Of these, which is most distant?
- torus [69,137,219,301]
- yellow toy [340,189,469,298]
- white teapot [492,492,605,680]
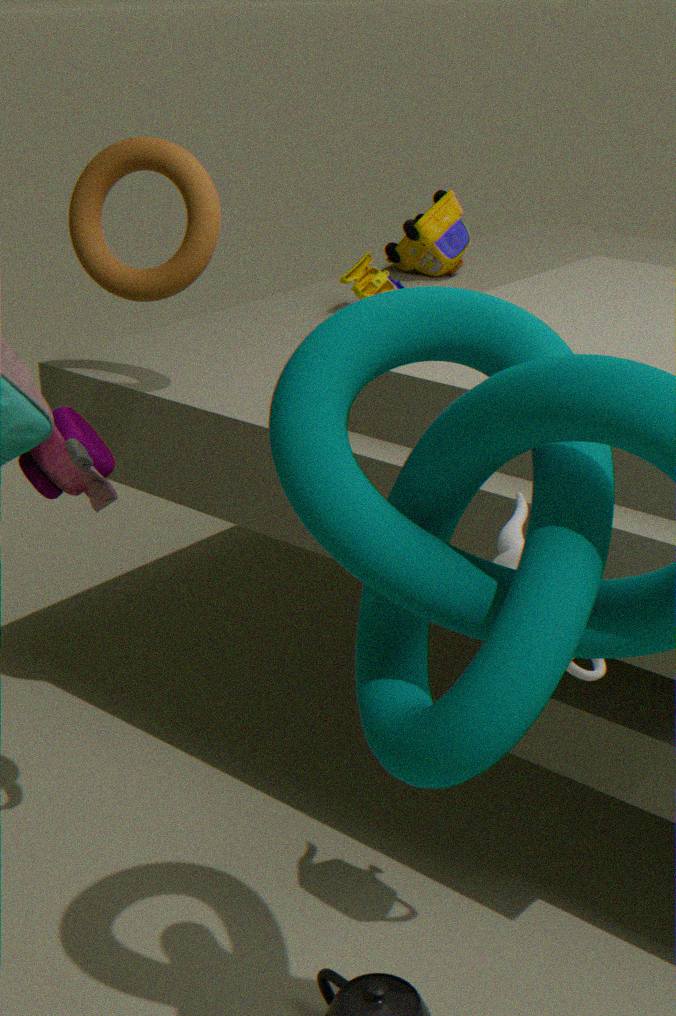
yellow toy [340,189,469,298]
